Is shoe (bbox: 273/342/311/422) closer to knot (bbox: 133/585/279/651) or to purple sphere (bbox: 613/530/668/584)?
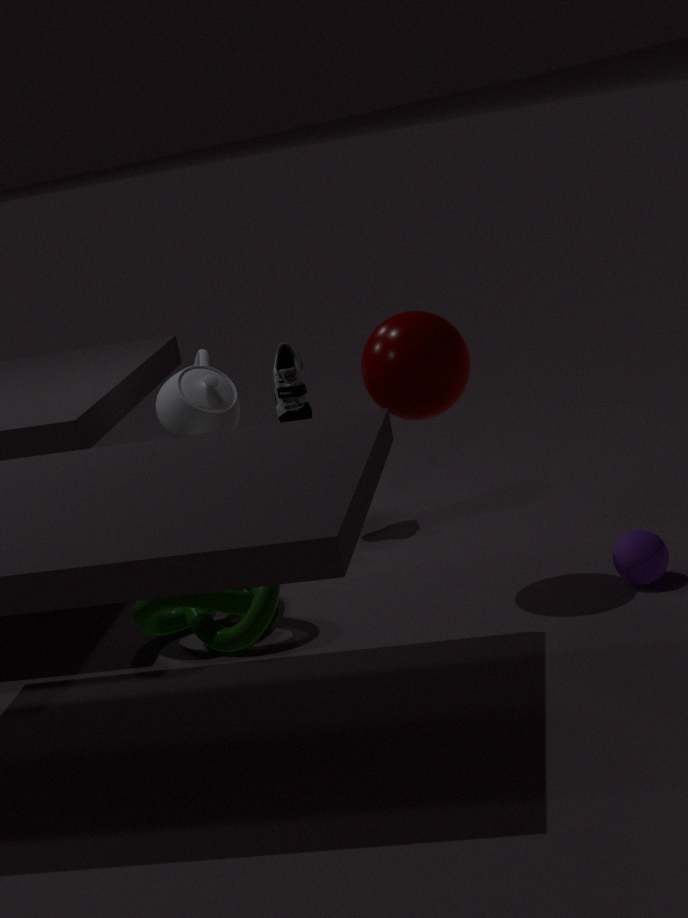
knot (bbox: 133/585/279/651)
